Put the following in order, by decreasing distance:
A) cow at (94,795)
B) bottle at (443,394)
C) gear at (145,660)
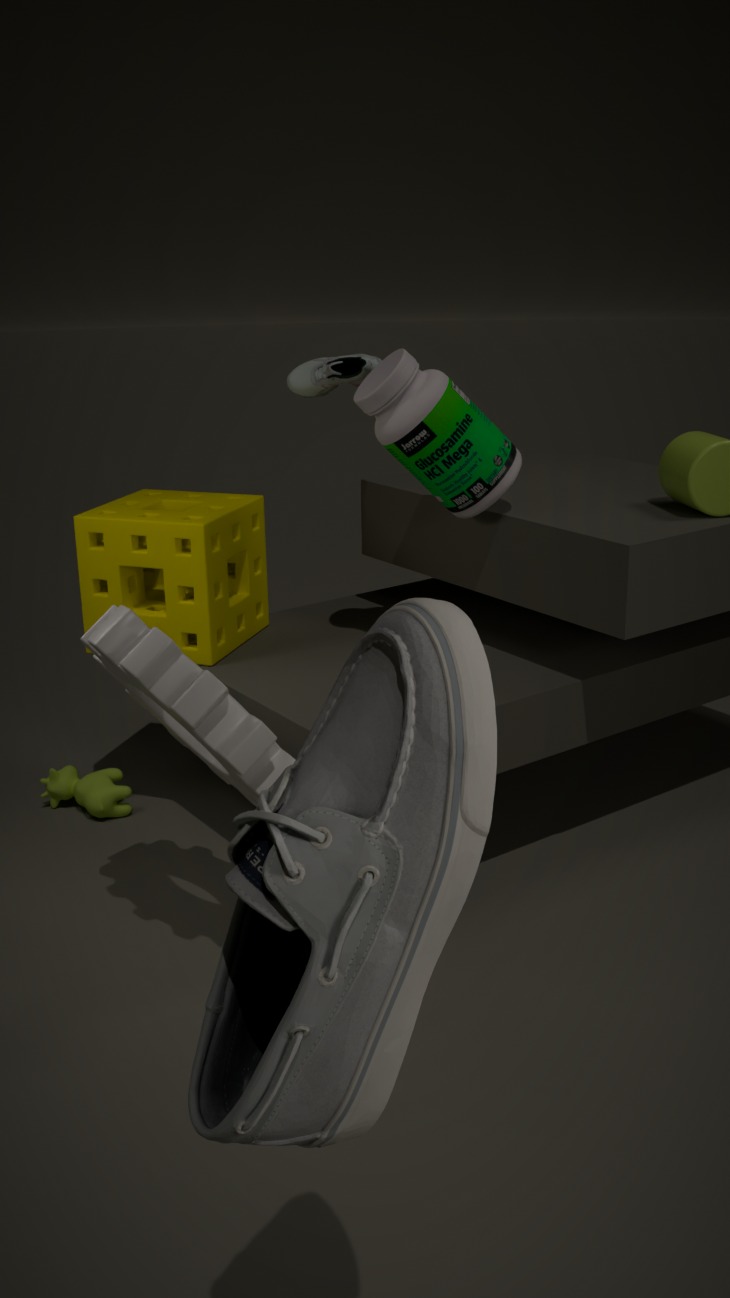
cow at (94,795)
bottle at (443,394)
gear at (145,660)
